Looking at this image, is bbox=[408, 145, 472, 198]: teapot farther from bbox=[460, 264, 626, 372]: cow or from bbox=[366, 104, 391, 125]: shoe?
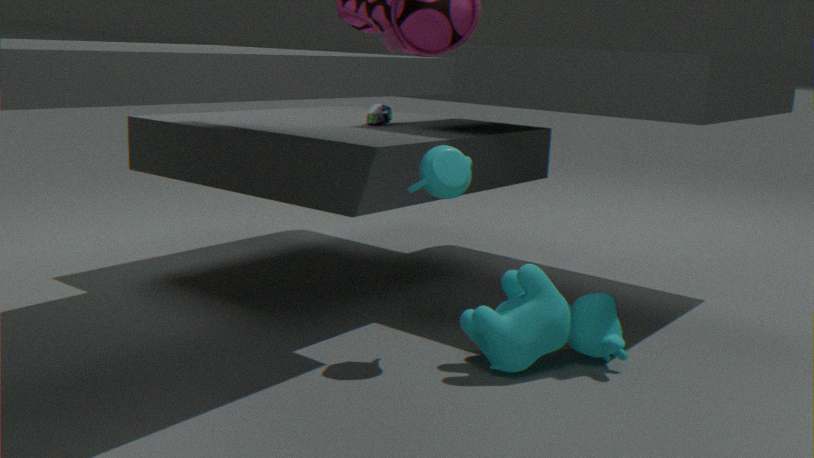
bbox=[366, 104, 391, 125]: shoe
